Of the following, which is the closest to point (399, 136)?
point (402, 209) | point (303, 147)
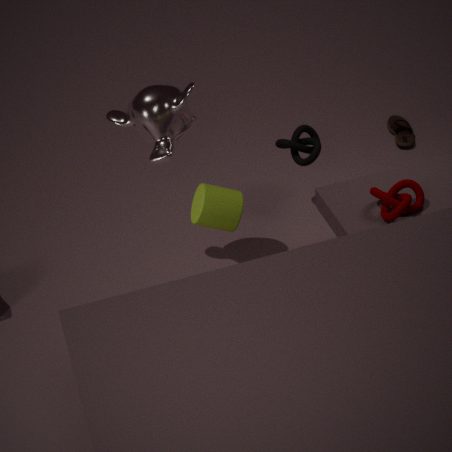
point (303, 147)
